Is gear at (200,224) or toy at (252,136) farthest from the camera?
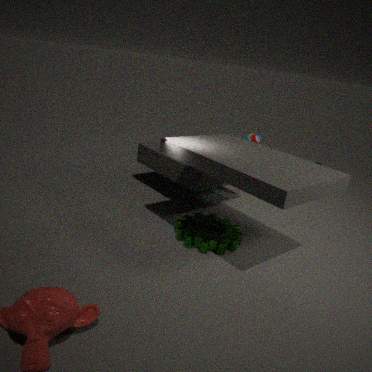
toy at (252,136)
